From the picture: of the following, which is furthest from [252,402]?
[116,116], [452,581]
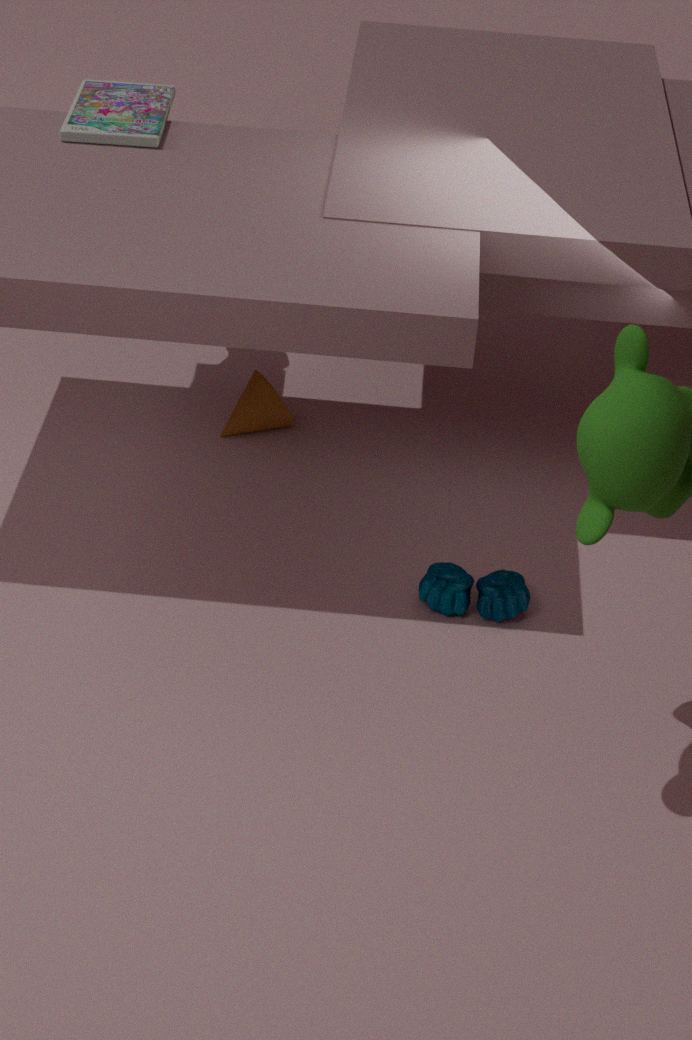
[452,581]
